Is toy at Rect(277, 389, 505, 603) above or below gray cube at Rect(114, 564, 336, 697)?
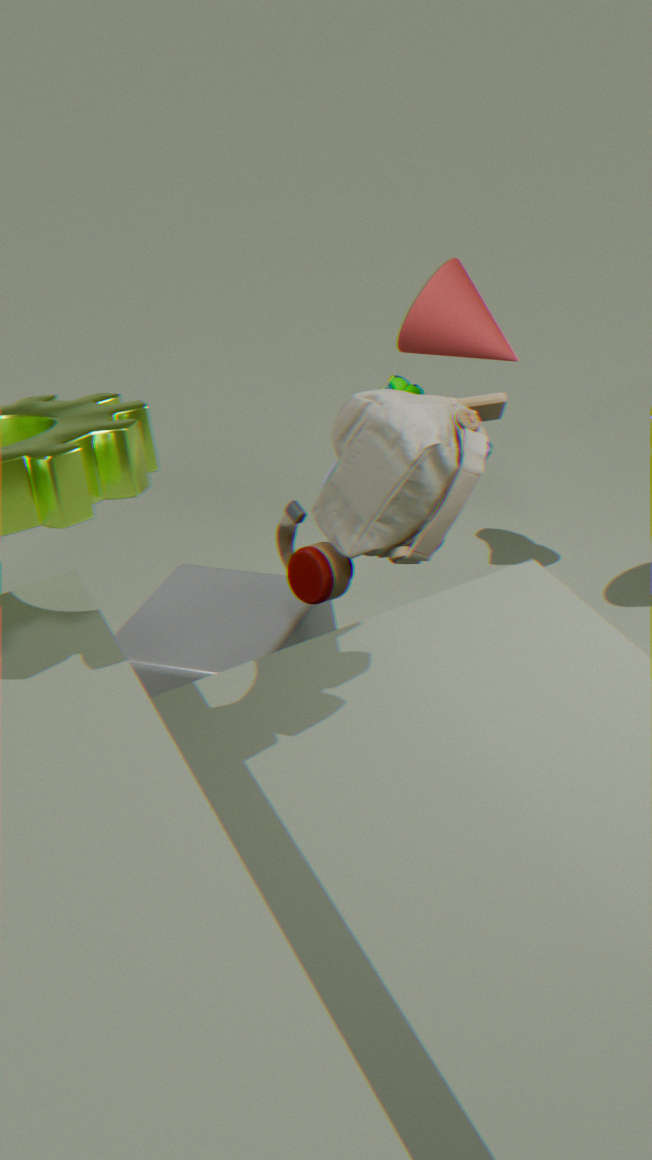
above
